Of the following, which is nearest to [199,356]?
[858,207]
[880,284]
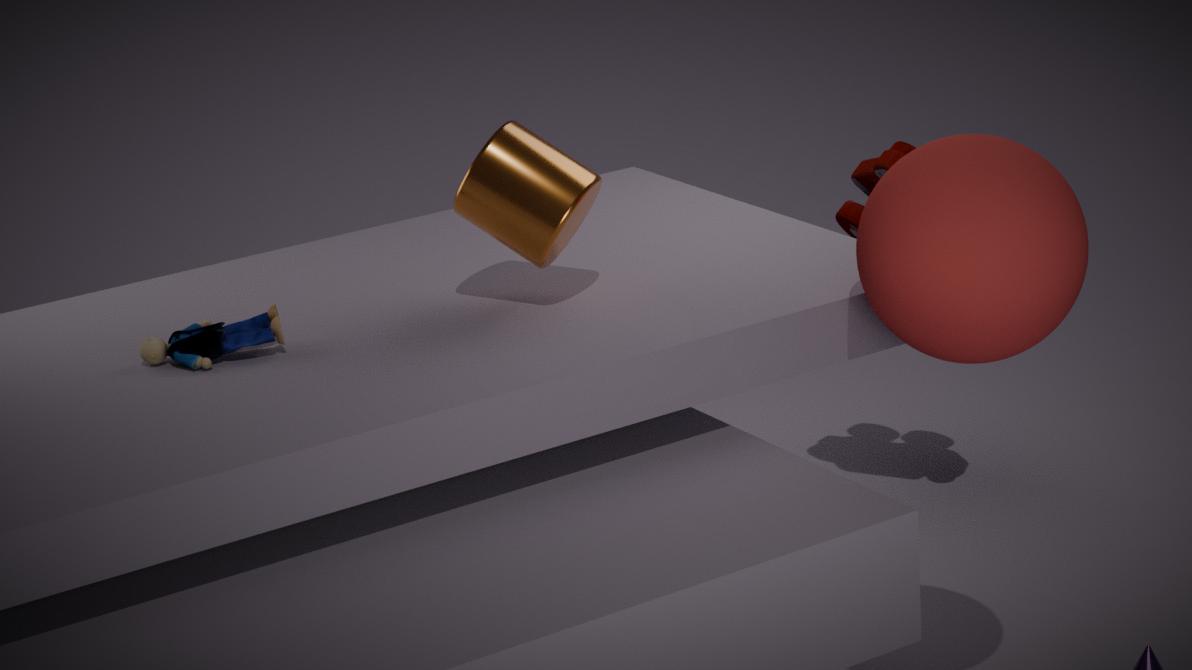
[880,284]
